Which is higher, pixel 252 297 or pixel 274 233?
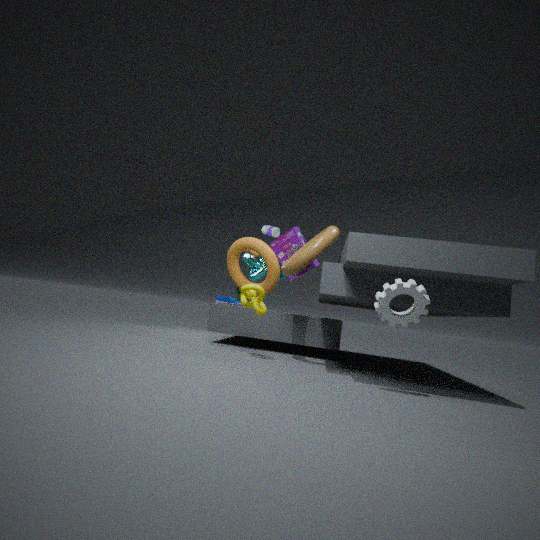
pixel 274 233
